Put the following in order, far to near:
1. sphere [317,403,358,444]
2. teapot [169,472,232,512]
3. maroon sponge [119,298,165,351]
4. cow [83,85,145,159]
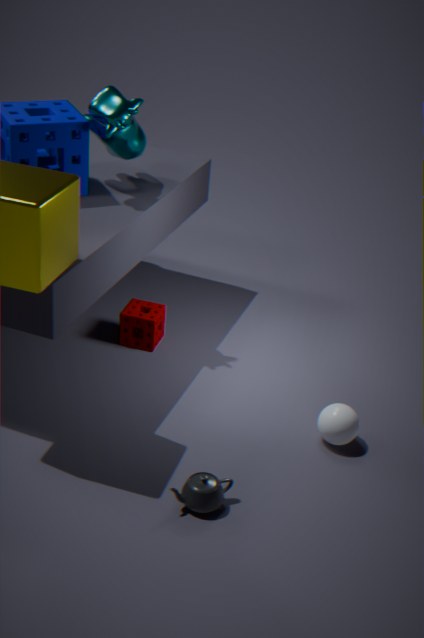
maroon sponge [119,298,165,351] → cow [83,85,145,159] → sphere [317,403,358,444] → teapot [169,472,232,512]
